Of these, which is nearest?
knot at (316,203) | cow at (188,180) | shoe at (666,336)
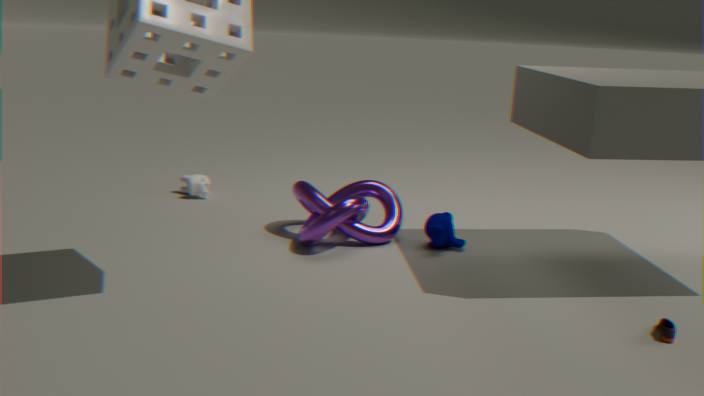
shoe at (666,336)
